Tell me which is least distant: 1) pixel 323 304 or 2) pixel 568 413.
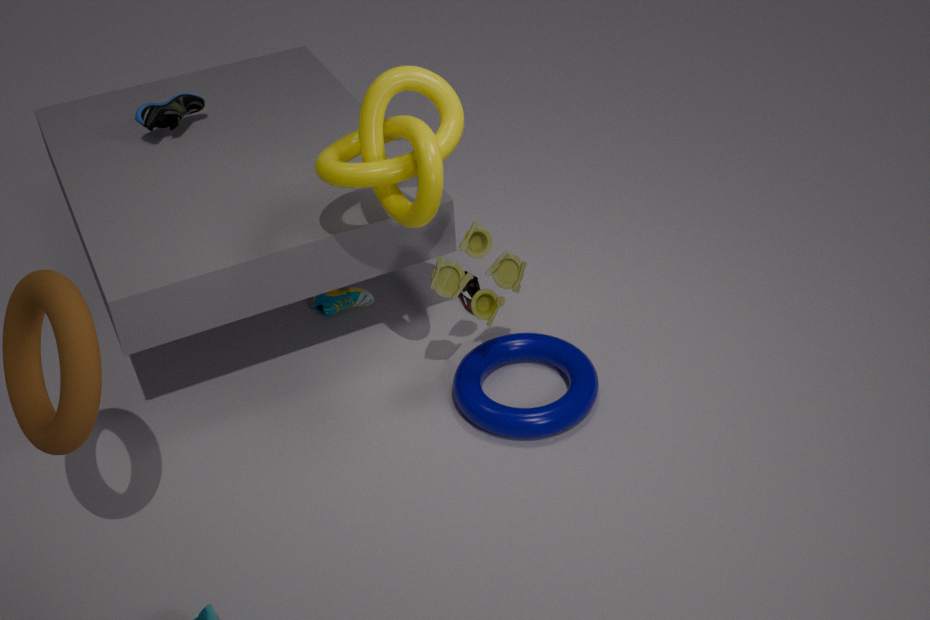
2. pixel 568 413
